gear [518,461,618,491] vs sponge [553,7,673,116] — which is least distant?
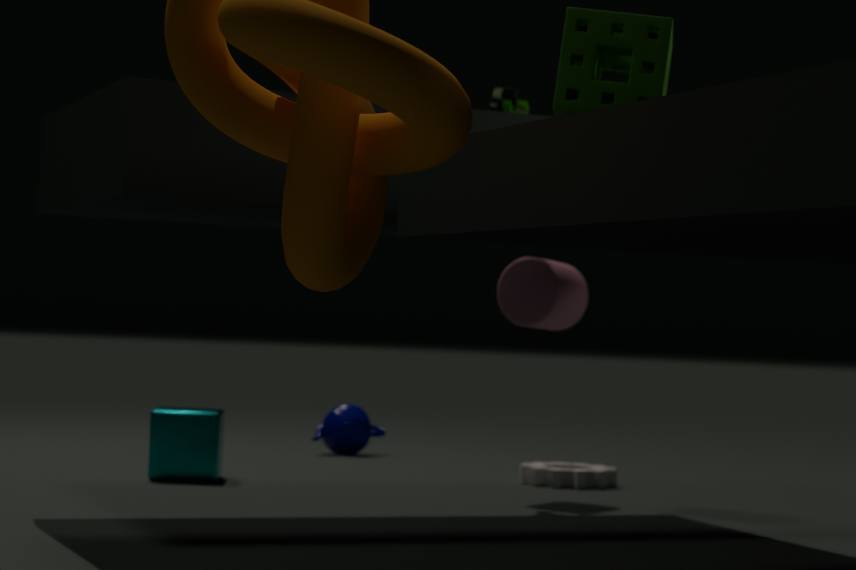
sponge [553,7,673,116]
